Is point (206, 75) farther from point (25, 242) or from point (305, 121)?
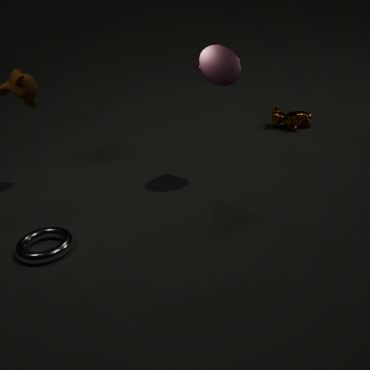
point (25, 242)
